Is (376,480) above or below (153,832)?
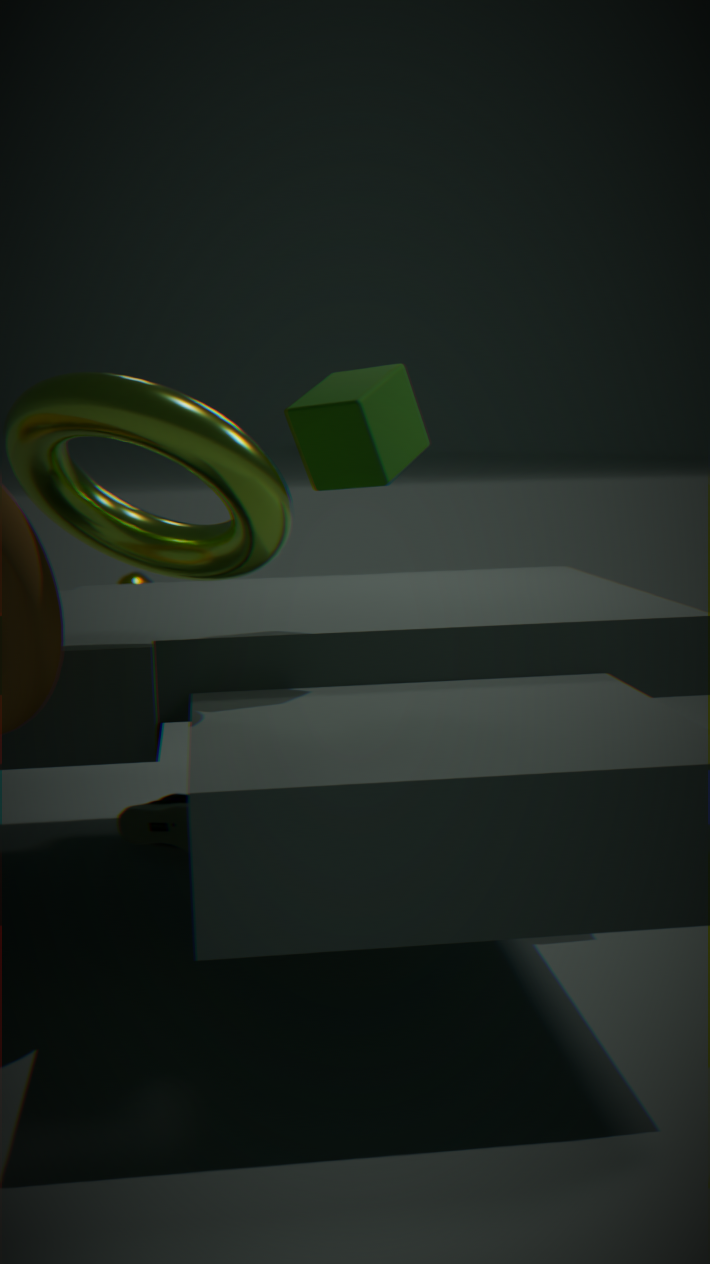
above
